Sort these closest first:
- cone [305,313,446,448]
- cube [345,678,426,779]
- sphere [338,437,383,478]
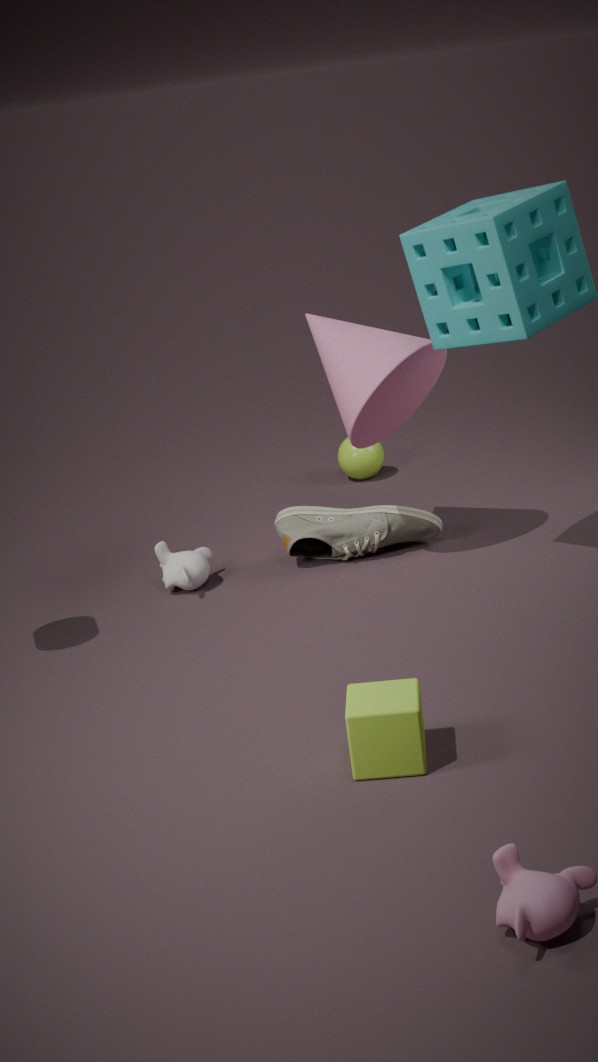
cube [345,678,426,779], cone [305,313,446,448], sphere [338,437,383,478]
